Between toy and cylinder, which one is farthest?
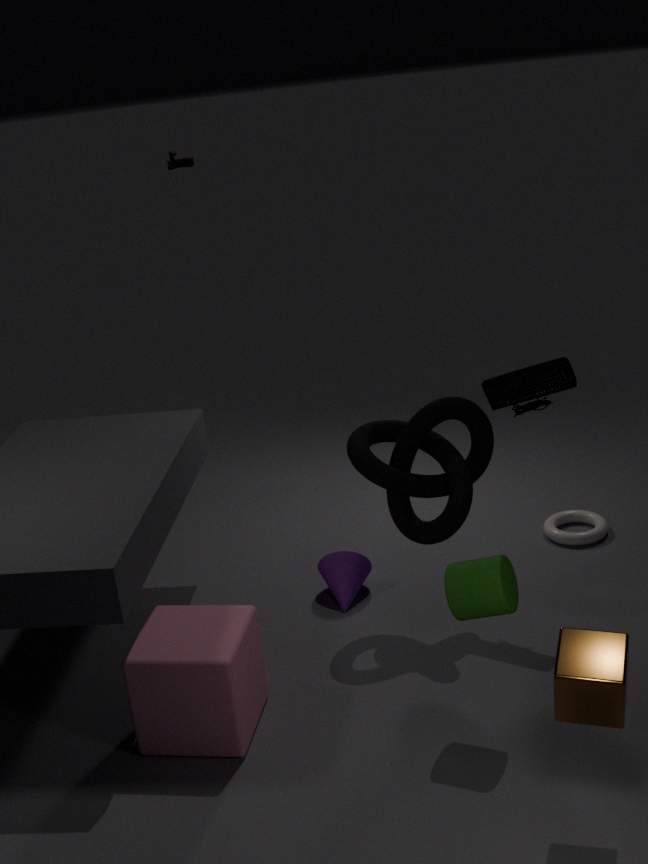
toy
